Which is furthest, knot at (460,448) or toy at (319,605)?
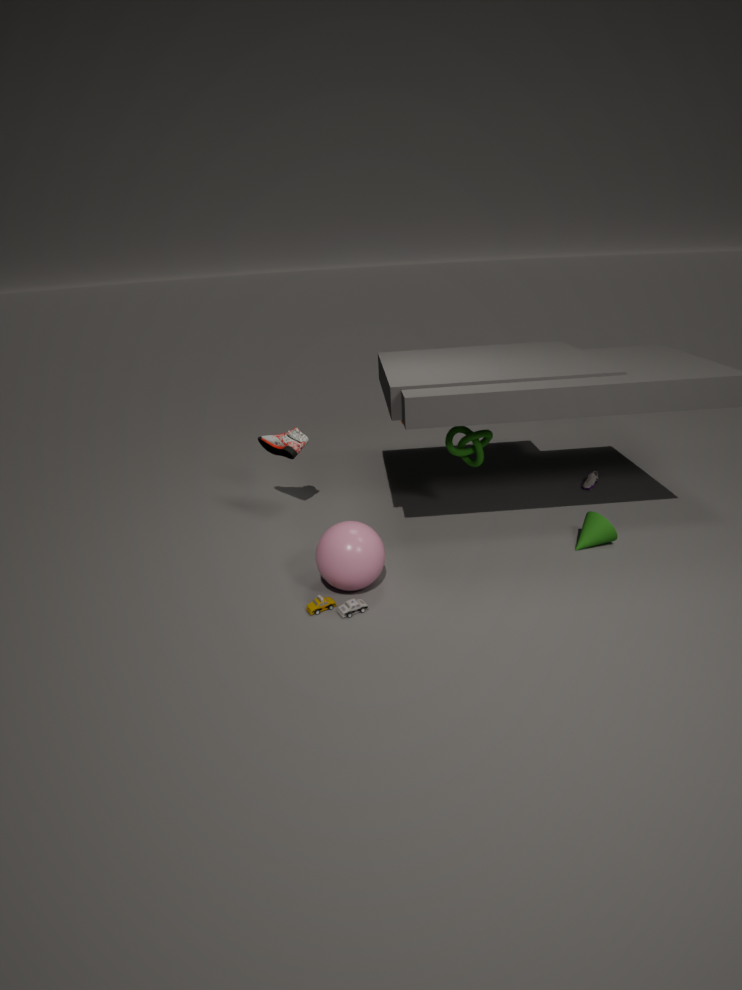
knot at (460,448)
